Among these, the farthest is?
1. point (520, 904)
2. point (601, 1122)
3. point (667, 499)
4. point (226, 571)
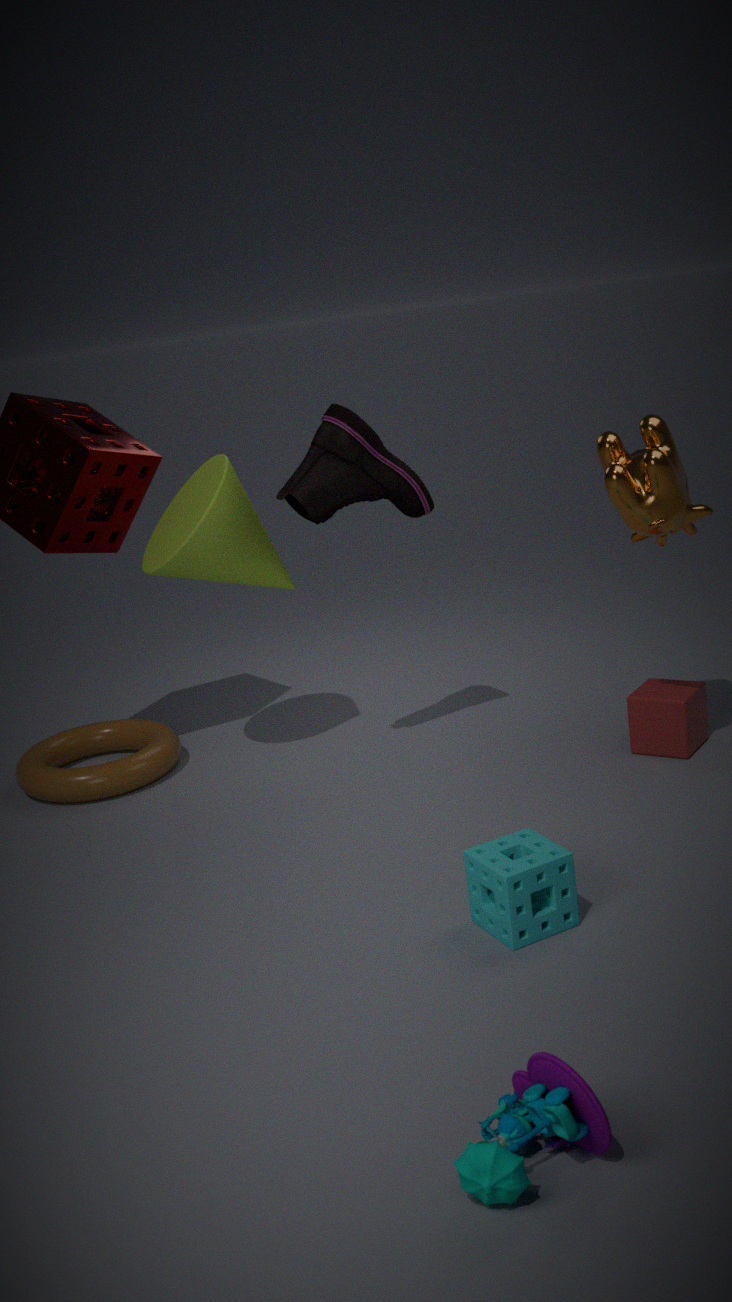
point (226, 571)
